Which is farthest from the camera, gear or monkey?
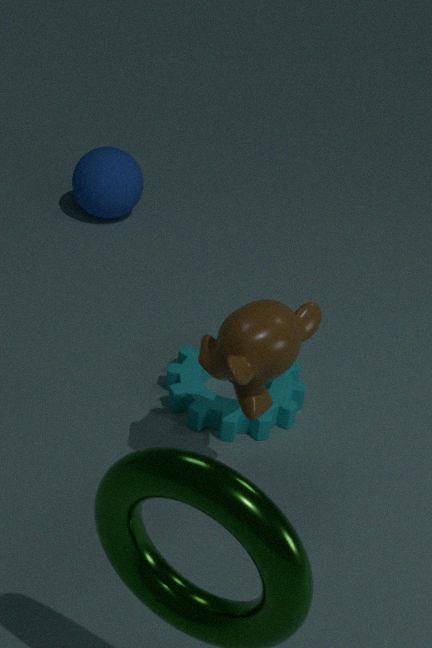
gear
